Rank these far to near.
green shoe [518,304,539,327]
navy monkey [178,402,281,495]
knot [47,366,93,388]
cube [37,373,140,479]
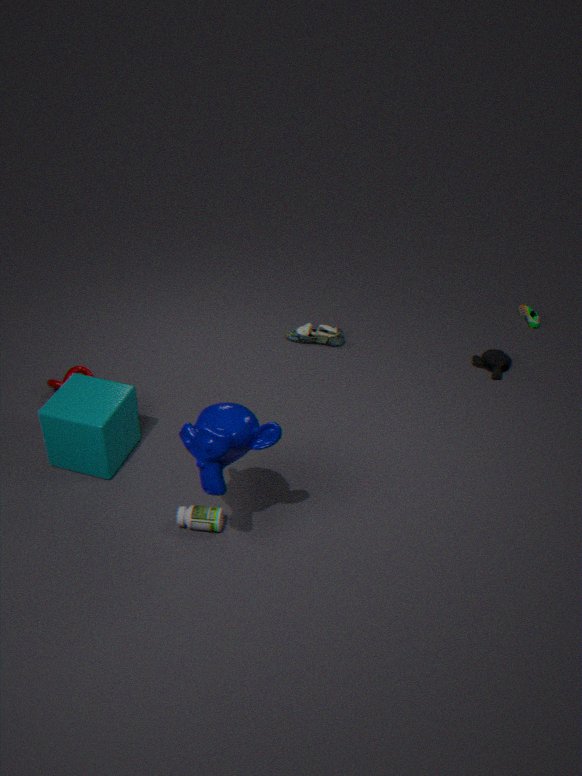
1. green shoe [518,304,539,327]
2. knot [47,366,93,388]
3. cube [37,373,140,479]
4. navy monkey [178,402,281,495]
